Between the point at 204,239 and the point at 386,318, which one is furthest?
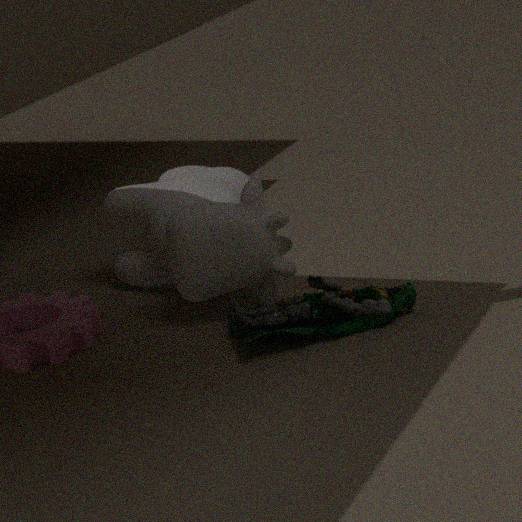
the point at 204,239
